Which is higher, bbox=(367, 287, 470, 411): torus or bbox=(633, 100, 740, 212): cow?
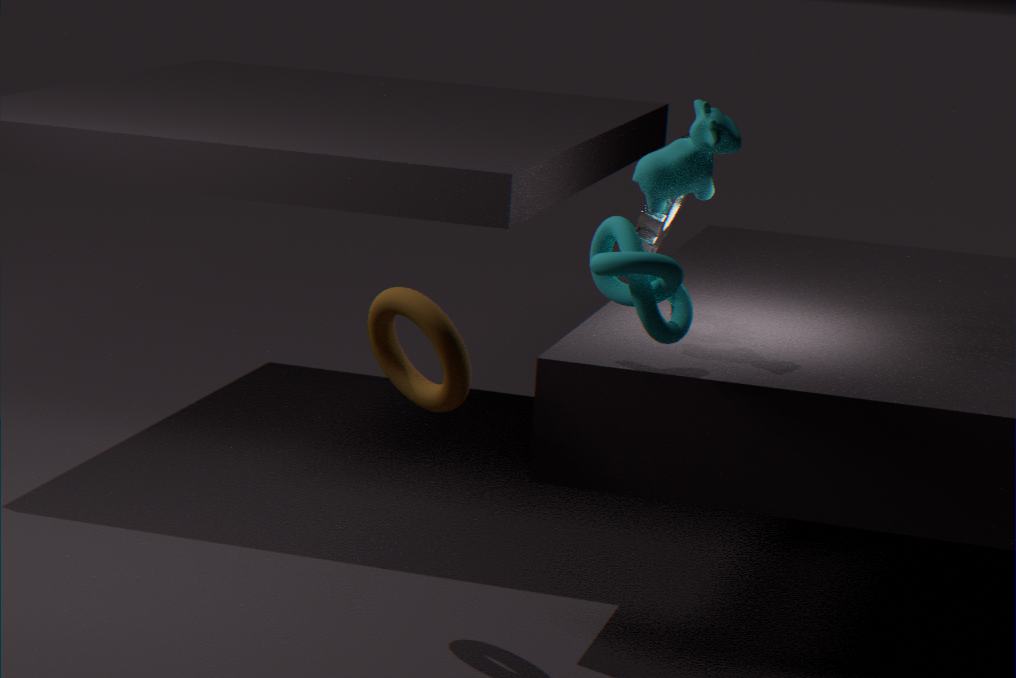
bbox=(633, 100, 740, 212): cow
